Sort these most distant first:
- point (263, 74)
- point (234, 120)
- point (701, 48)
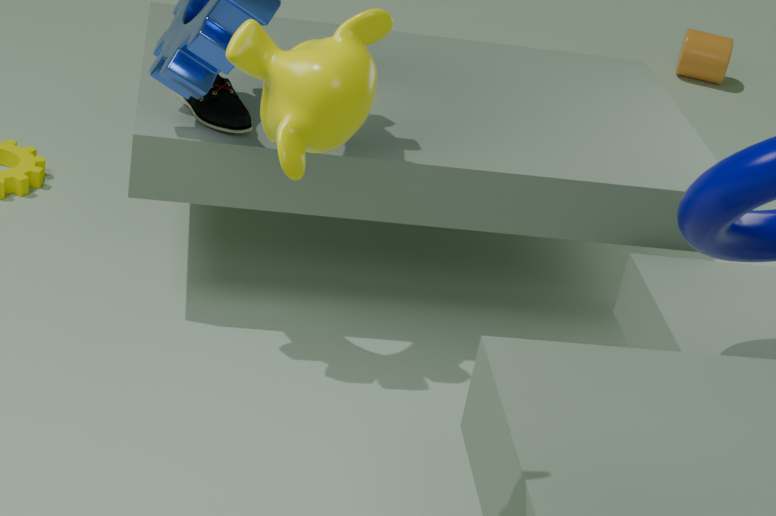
point (701, 48) → point (234, 120) → point (263, 74)
